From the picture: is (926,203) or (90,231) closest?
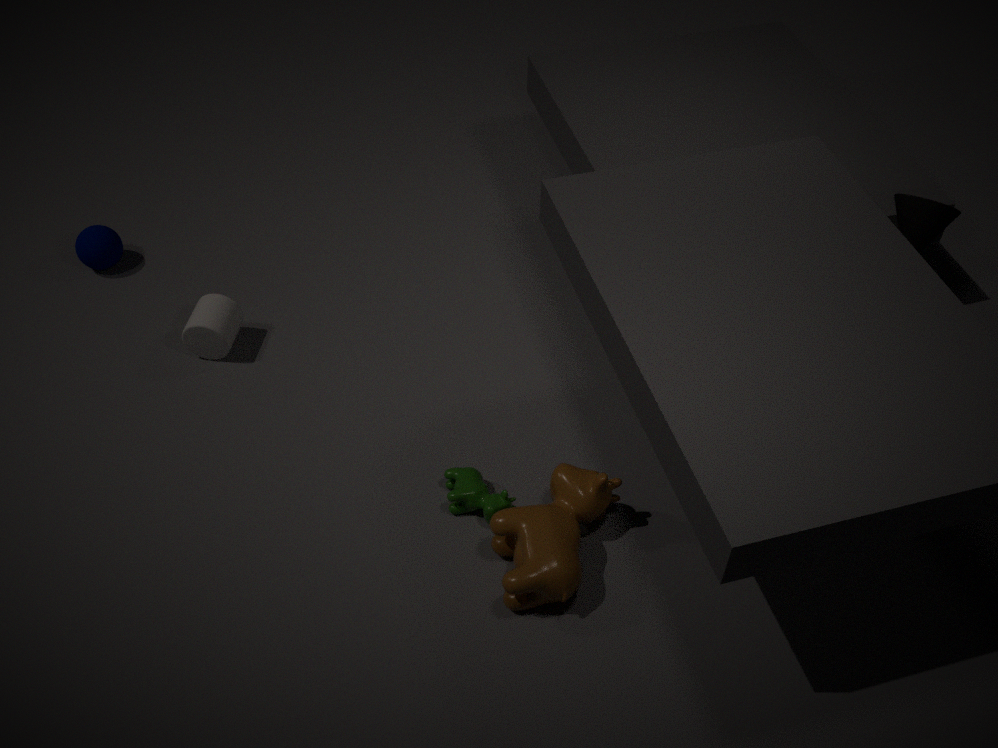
(926,203)
